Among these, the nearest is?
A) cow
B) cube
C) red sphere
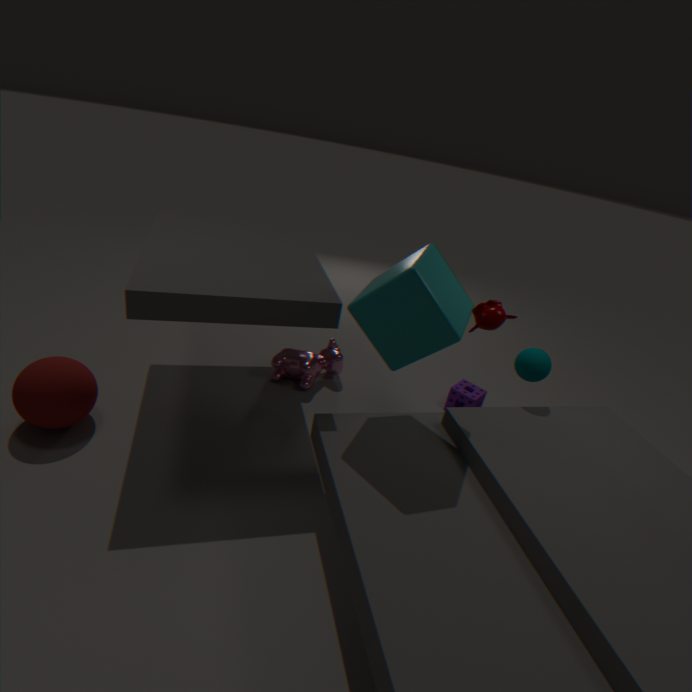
cube
